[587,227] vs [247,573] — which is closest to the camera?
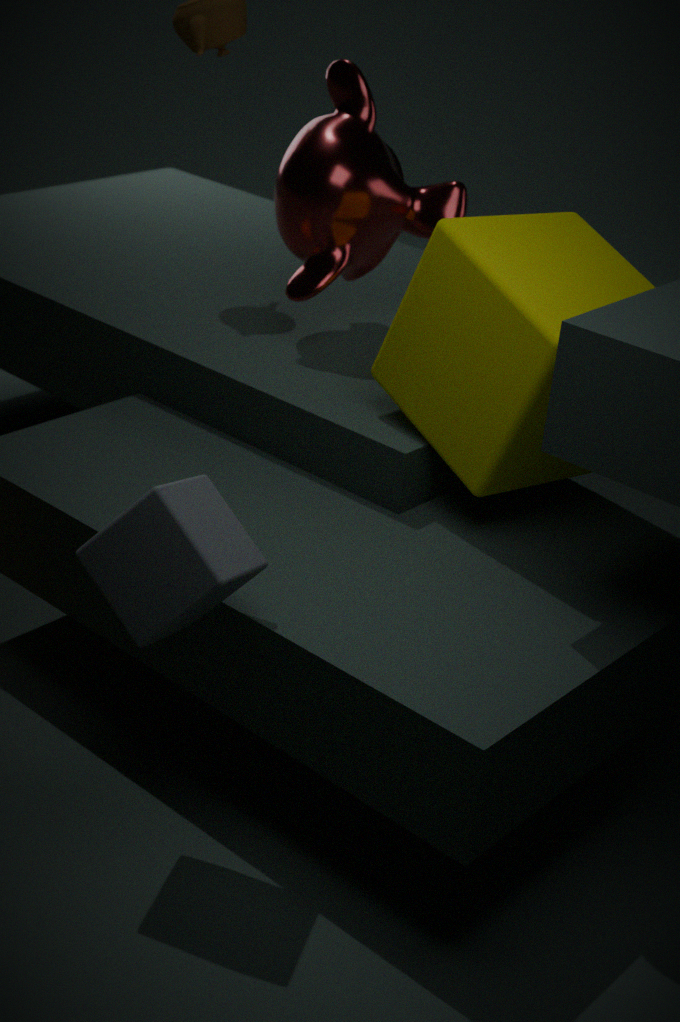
[247,573]
